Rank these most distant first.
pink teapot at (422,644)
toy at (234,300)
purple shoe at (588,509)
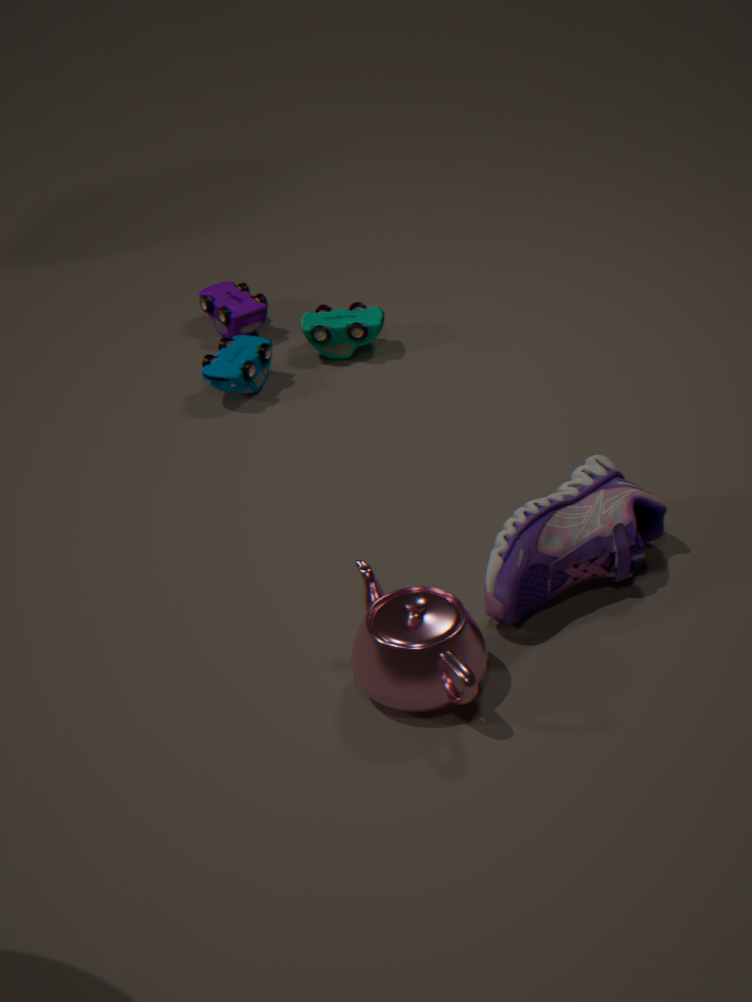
1. toy at (234,300)
2. purple shoe at (588,509)
3. pink teapot at (422,644)
